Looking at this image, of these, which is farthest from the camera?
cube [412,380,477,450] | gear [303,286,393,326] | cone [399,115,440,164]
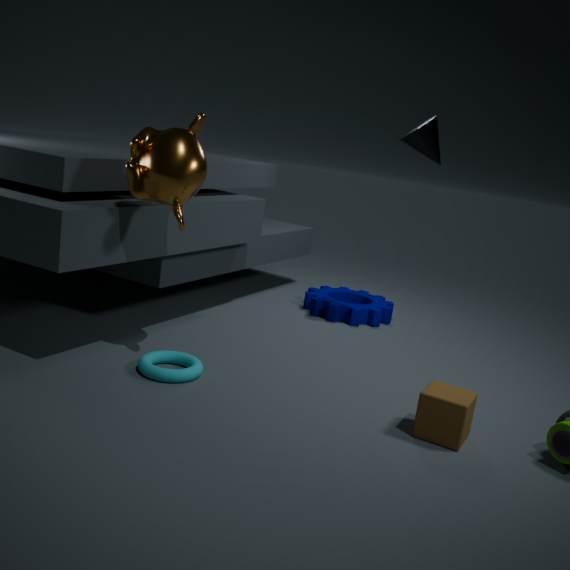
gear [303,286,393,326]
